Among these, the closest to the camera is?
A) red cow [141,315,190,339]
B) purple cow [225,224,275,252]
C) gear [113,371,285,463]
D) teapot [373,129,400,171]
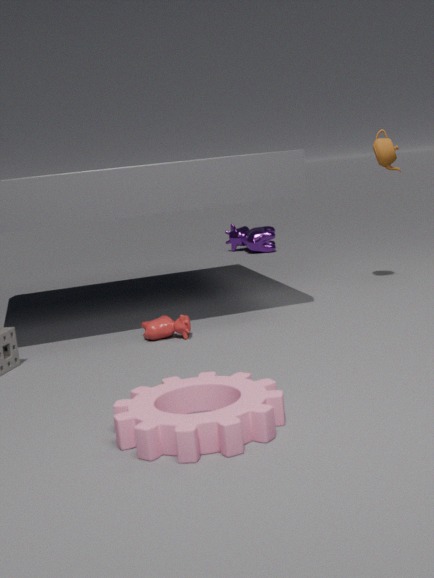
gear [113,371,285,463]
